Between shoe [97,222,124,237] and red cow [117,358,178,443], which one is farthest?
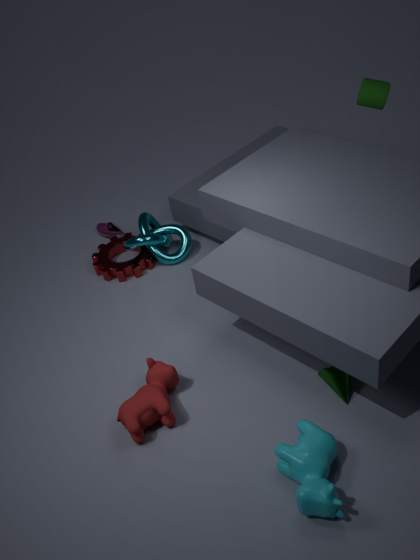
shoe [97,222,124,237]
